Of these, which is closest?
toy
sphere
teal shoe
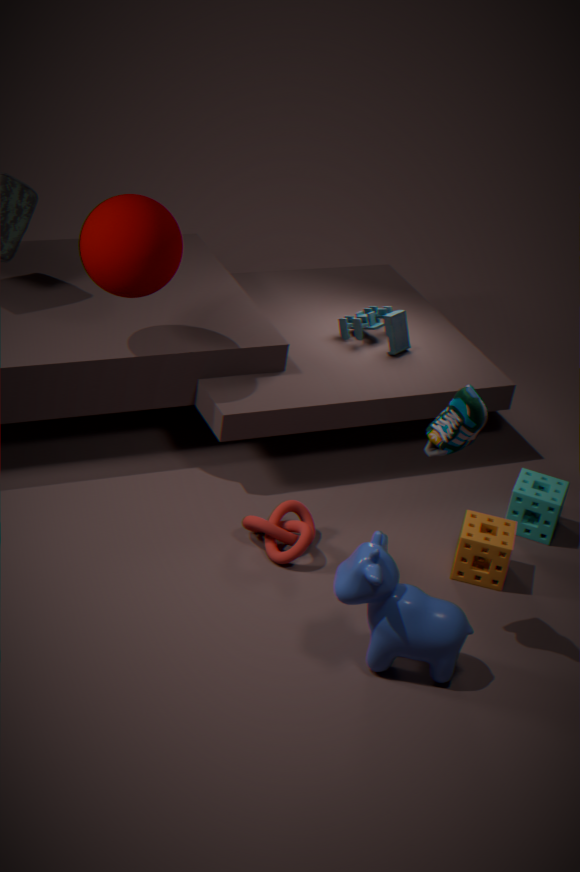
teal shoe
